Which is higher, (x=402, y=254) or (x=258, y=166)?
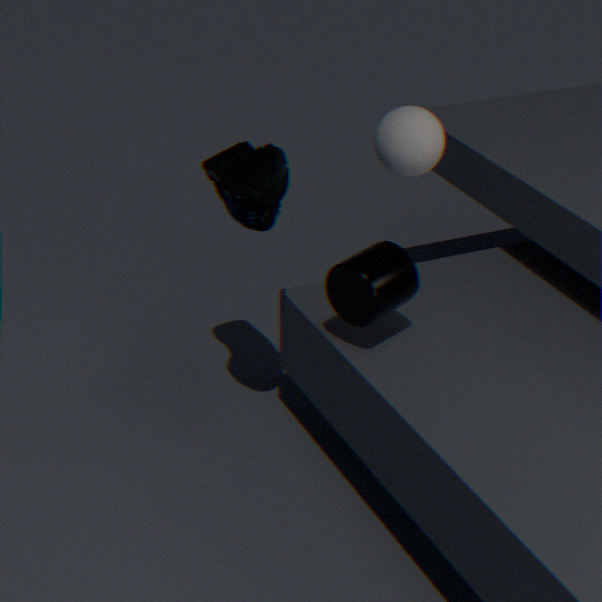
(x=258, y=166)
